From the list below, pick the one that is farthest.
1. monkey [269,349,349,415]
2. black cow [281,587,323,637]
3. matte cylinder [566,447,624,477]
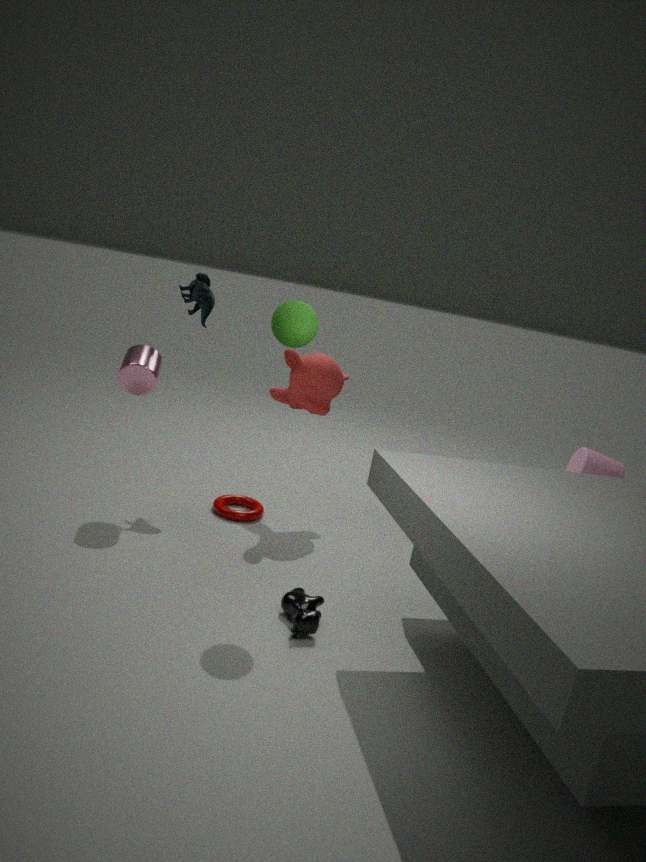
monkey [269,349,349,415]
